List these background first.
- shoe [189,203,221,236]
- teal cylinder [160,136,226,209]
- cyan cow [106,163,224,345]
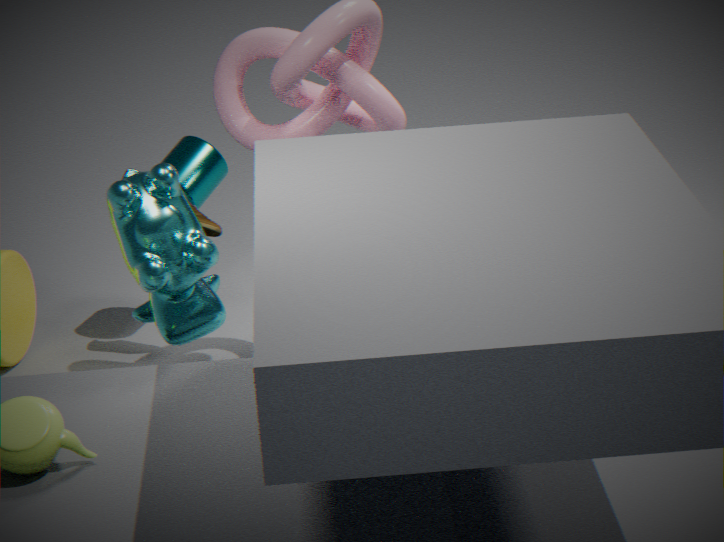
teal cylinder [160,136,226,209] → shoe [189,203,221,236] → cyan cow [106,163,224,345]
